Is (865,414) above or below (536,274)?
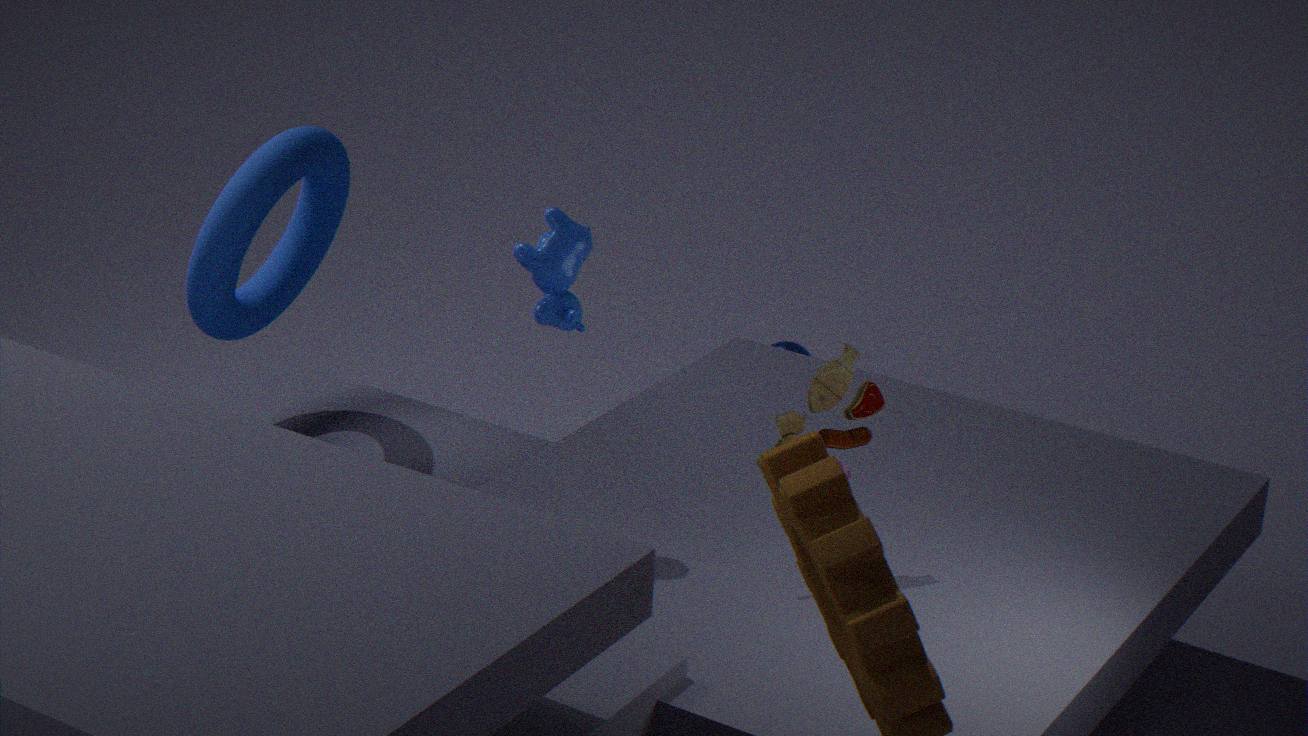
below
